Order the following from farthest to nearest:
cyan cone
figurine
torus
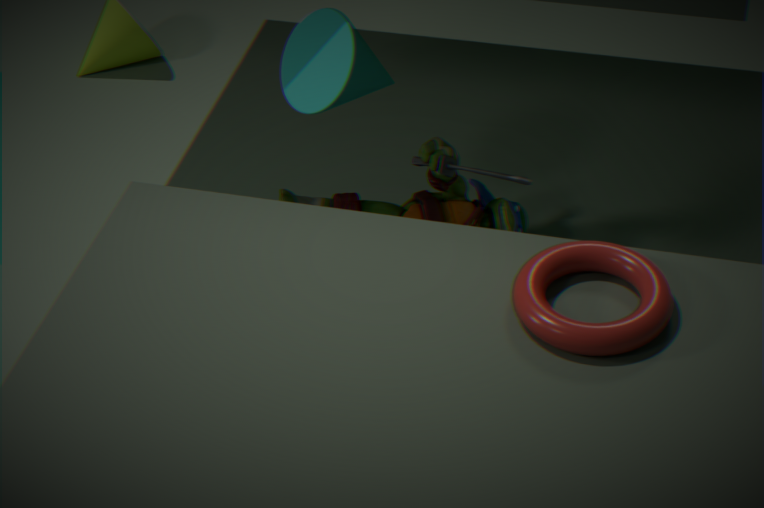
figurine → cyan cone → torus
